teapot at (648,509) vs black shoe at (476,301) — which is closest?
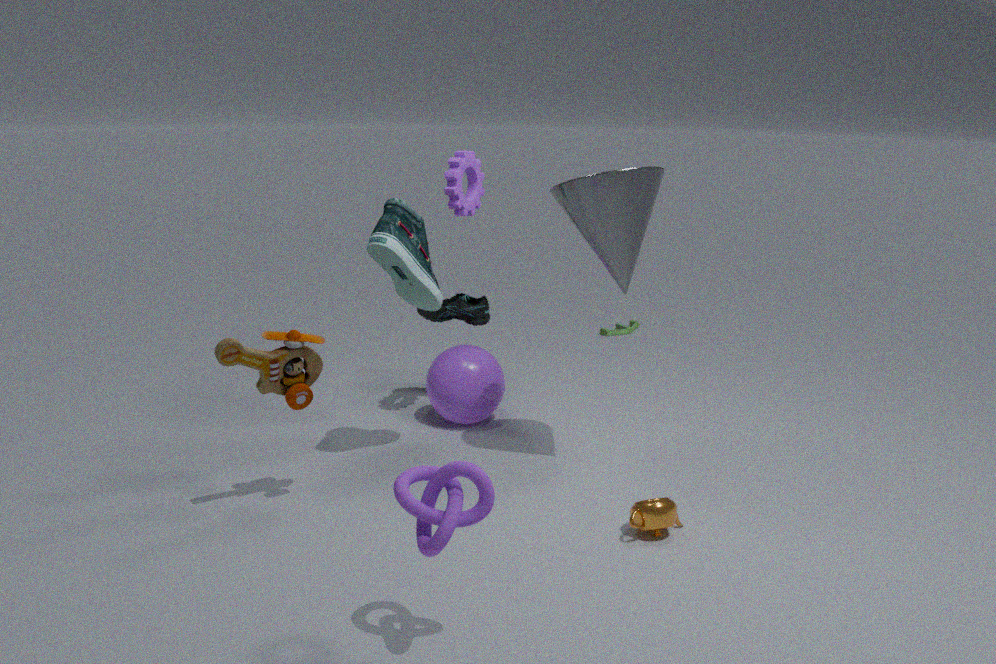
teapot at (648,509)
